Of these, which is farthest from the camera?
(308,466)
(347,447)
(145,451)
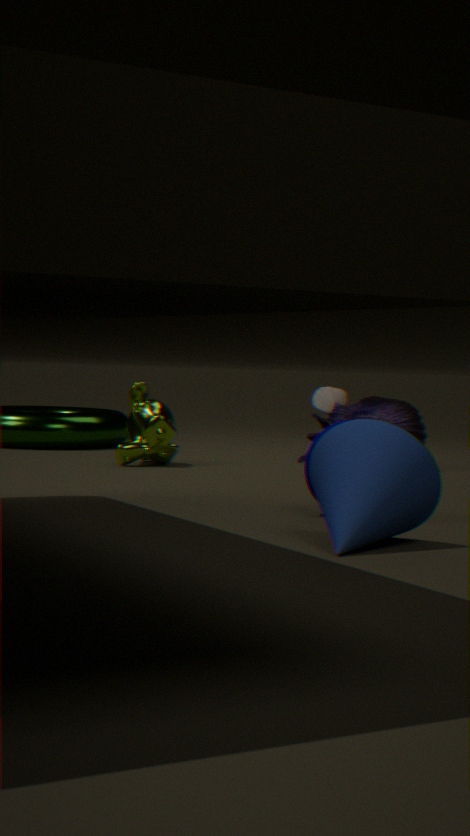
(145,451)
